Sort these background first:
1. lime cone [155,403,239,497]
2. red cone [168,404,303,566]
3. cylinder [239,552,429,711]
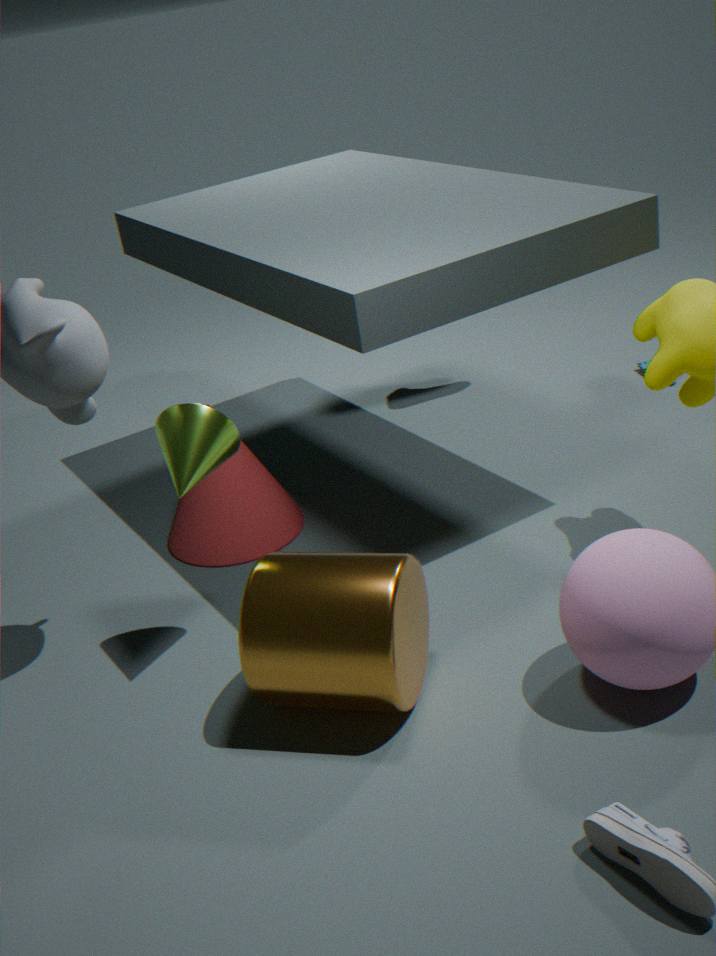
red cone [168,404,303,566], lime cone [155,403,239,497], cylinder [239,552,429,711]
